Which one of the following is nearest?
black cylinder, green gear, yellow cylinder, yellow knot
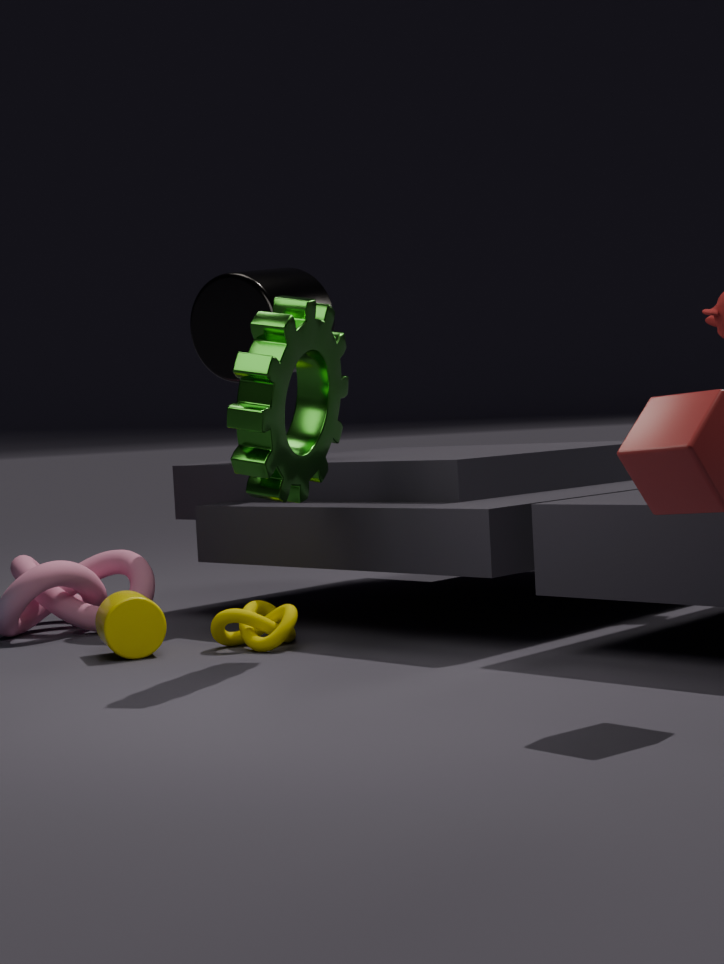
green gear
